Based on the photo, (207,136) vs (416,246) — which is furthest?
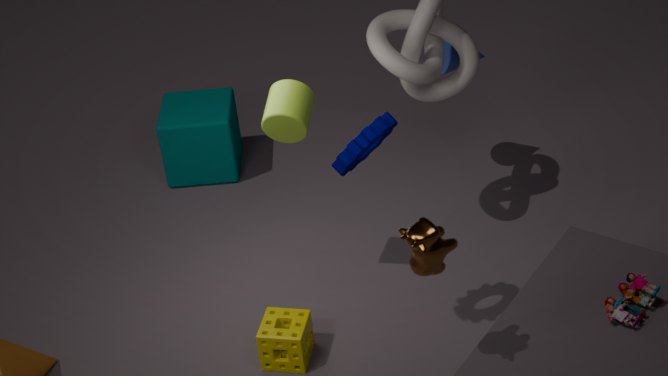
(207,136)
